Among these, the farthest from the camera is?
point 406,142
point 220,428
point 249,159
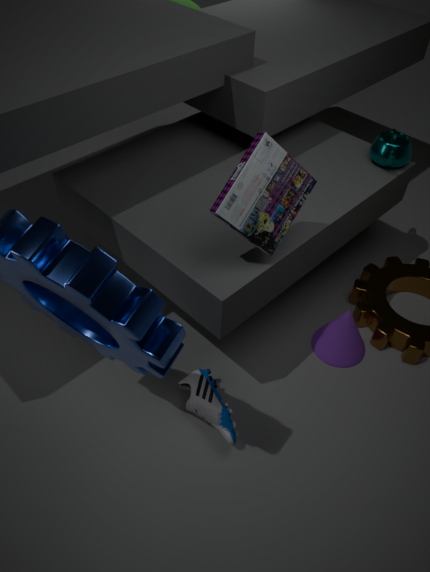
point 406,142
